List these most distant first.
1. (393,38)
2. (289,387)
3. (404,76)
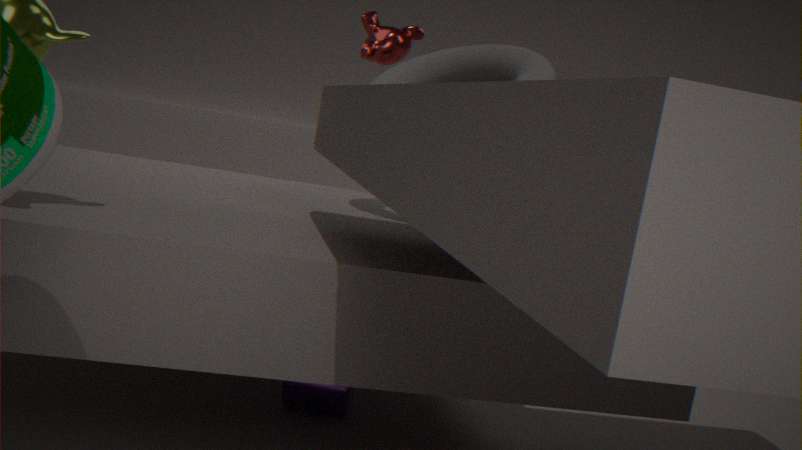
(393,38) → (404,76) → (289,387)
